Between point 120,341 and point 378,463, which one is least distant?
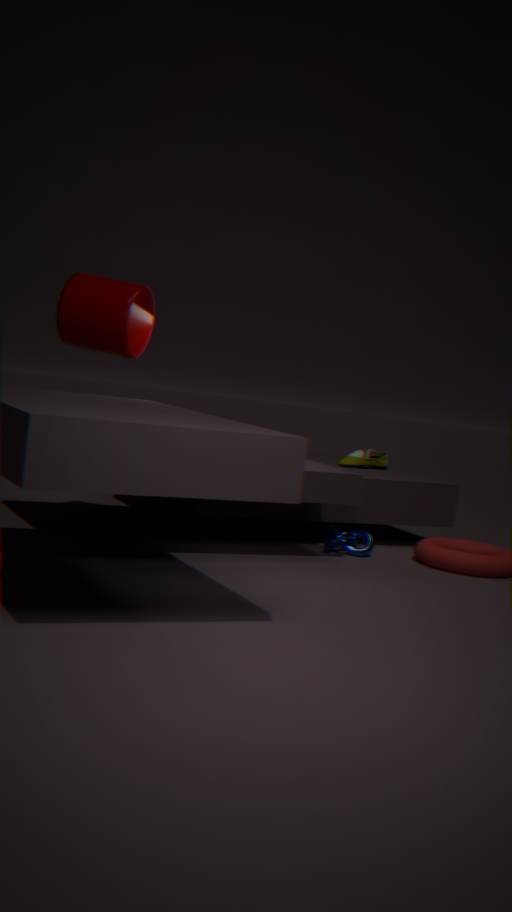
point 120,341
